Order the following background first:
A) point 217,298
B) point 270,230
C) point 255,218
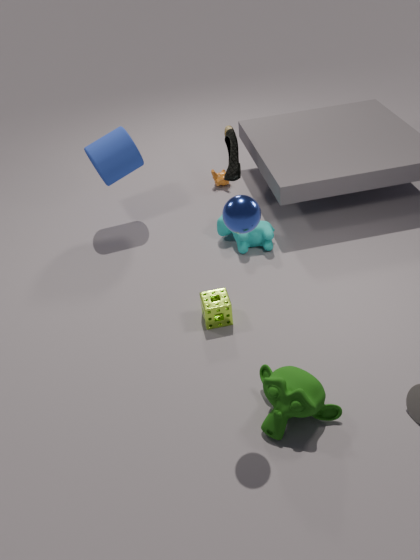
point 270,230 < point 217,298 < point 255,218
